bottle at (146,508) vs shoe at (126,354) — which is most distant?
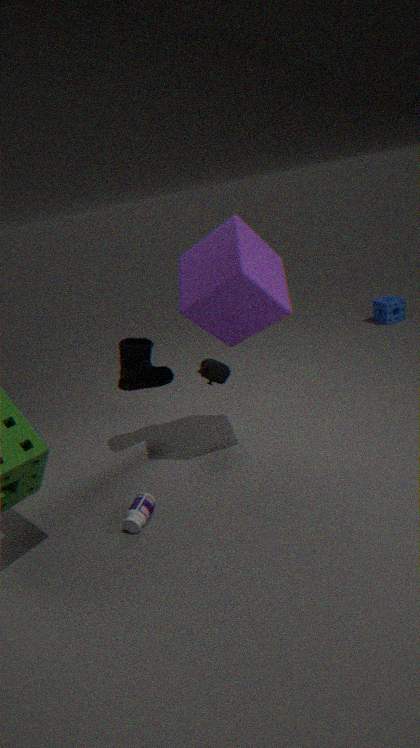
shoe at (126,354)
